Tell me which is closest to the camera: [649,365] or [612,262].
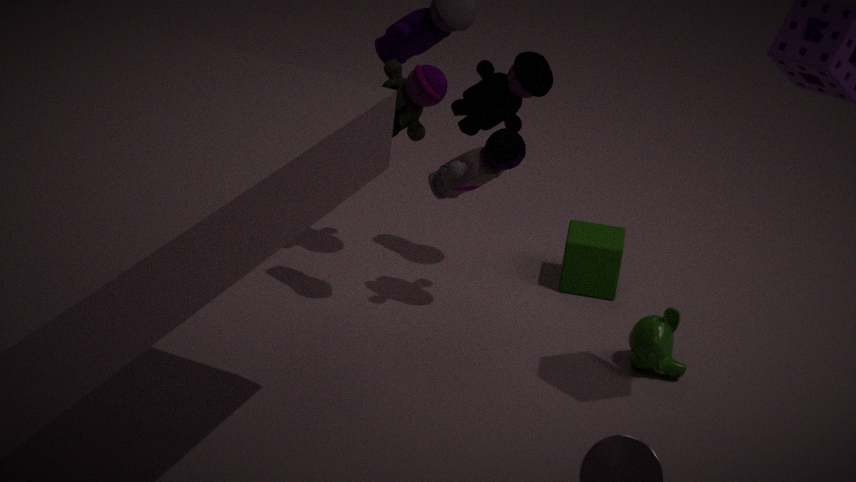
[649,365]
